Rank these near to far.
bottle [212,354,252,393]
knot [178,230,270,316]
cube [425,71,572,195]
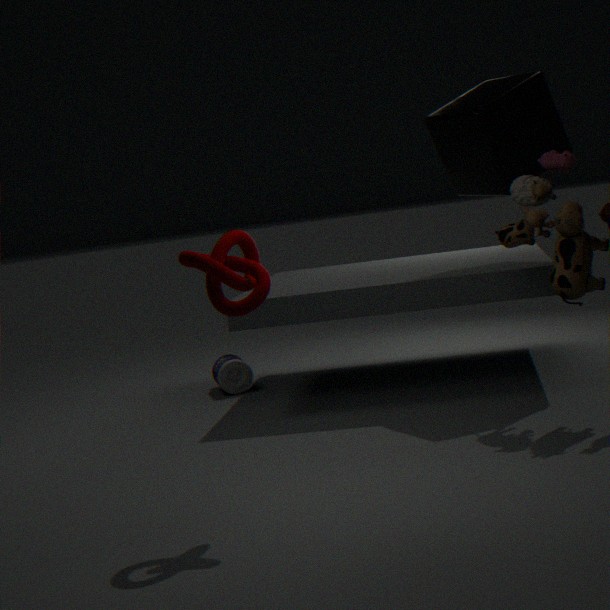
1. knot [178,230,270,316]
2. cube [425,71,572,195]
3. bottle [212,354,252,393]
